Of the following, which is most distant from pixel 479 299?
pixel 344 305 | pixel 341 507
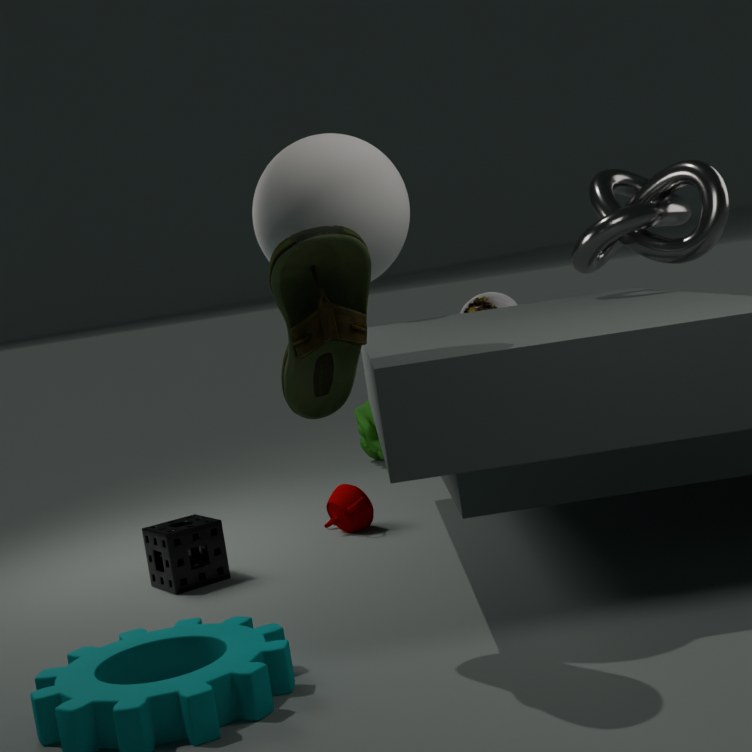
pixel 344 305
